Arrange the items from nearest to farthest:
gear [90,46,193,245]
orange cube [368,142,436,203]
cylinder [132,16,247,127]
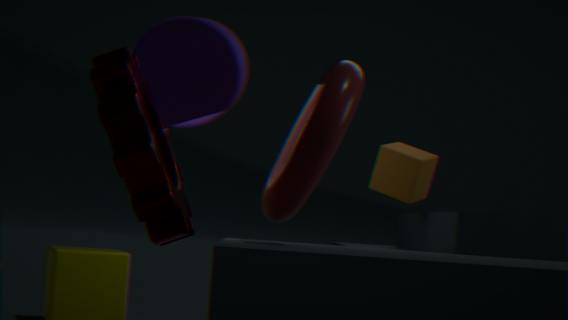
1. gear [90,46,193,245]
2. cylinder [132,16,247,127]
3. orange cube [368,142,436,203]
